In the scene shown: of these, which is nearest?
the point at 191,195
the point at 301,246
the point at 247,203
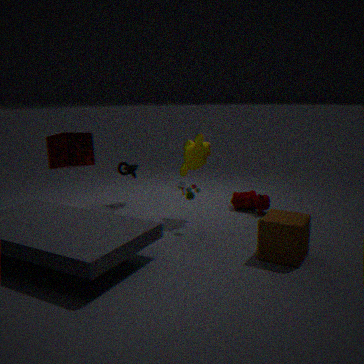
the point at 301,246
